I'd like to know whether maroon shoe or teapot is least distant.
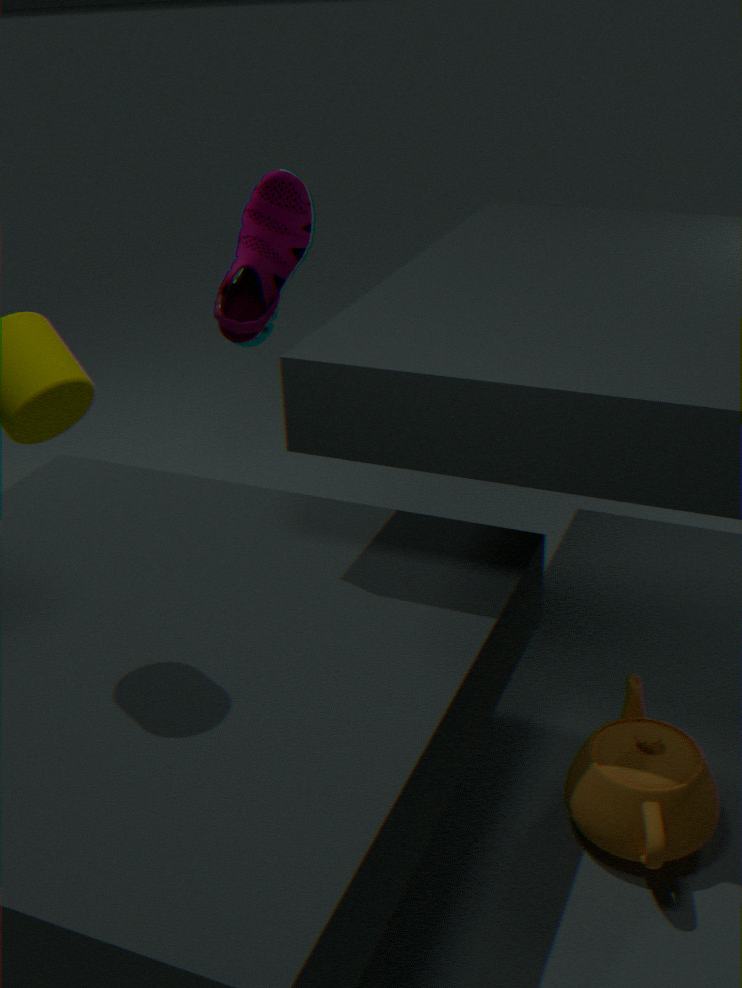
teapot
